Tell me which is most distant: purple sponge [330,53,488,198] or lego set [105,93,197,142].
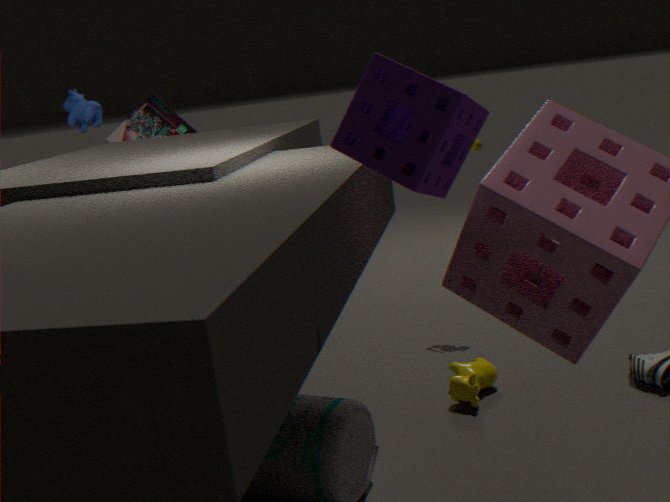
lego set [105,93,197,142]
